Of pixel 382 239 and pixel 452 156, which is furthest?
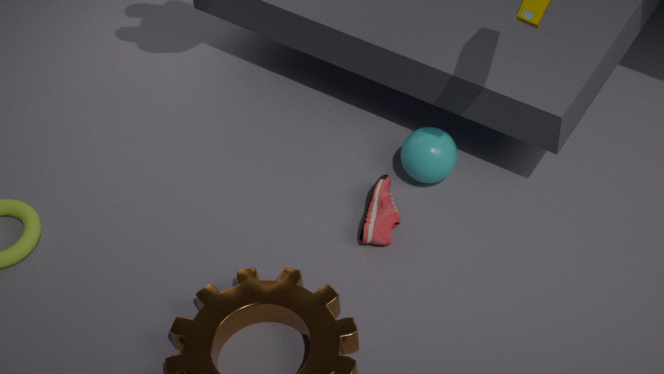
pixel 452 156
